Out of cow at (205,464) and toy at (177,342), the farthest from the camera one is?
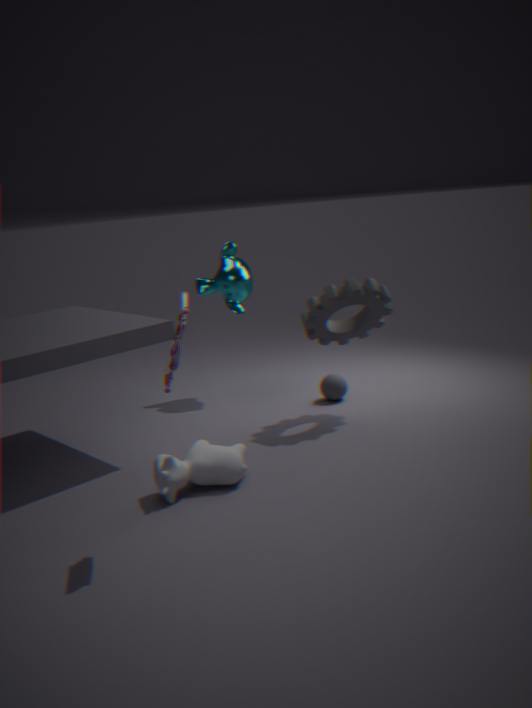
cow at (205,464)
